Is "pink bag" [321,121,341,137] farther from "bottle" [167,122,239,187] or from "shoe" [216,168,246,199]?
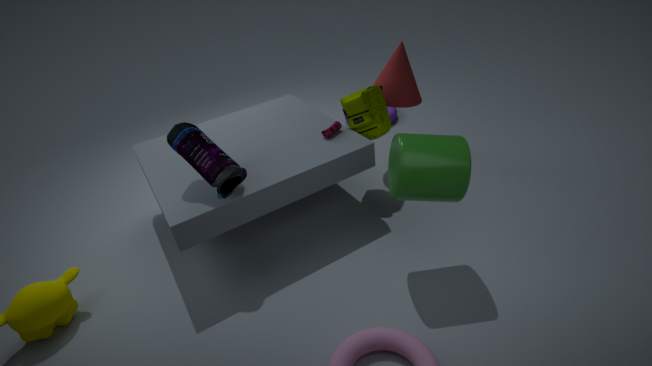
"shoe" [216,168,246,199]
